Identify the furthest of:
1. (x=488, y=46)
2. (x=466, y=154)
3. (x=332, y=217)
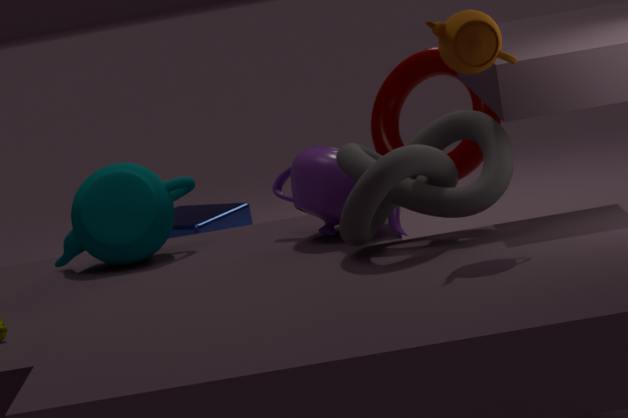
(x=466, y=154)
